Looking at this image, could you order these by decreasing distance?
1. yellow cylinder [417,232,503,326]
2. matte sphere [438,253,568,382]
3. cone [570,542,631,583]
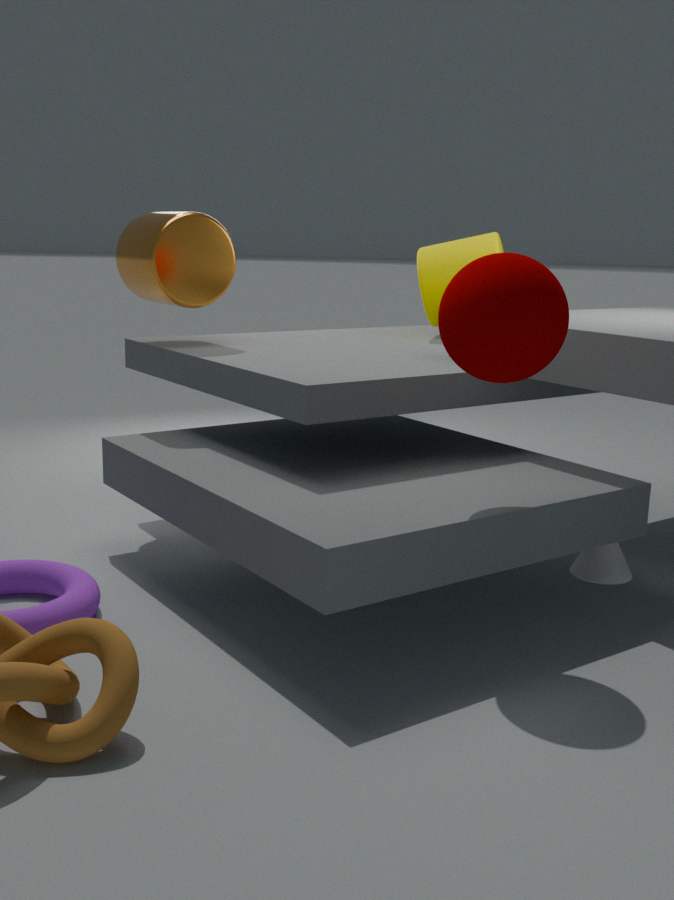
yellow cylinder [417,232,503,326]
cone [570,542,631,583]
matte sphere [438,253,568,382]
